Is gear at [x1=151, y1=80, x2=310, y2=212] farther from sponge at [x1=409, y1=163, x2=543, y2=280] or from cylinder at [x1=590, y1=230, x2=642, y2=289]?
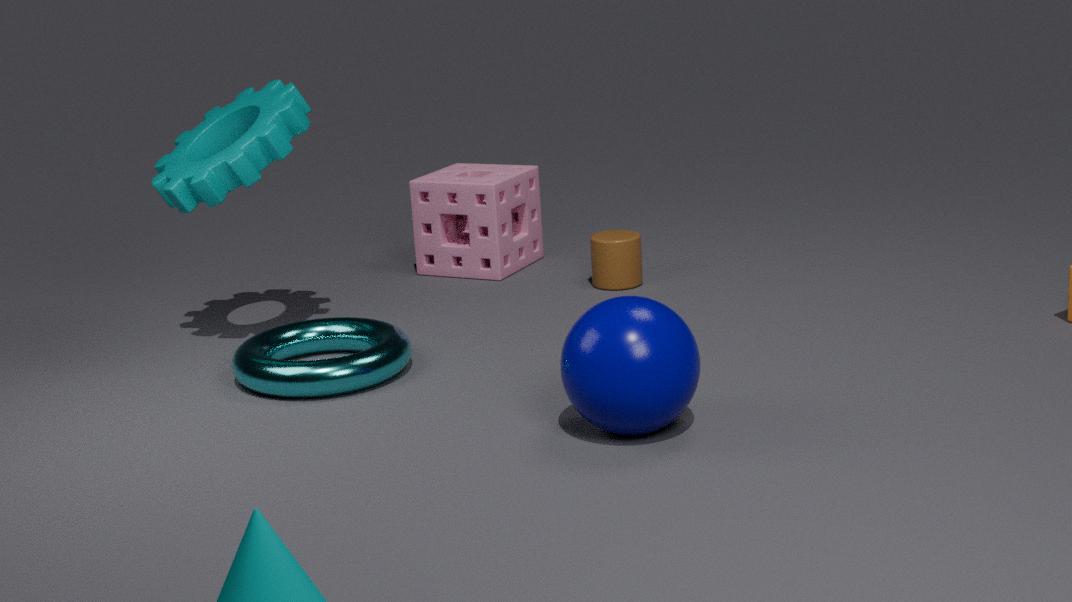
cylinder at [x1=590, y1=230, x2=642, y2=289]
